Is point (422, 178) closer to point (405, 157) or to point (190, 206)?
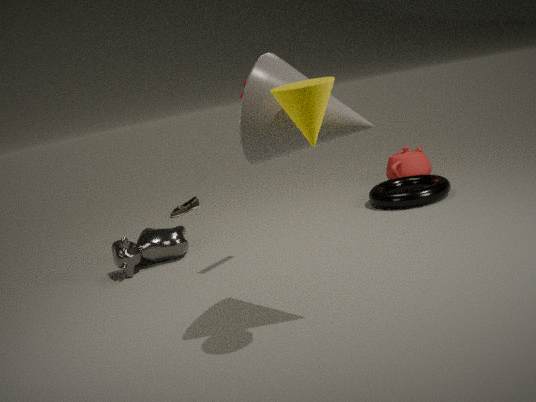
point (405, 157)
